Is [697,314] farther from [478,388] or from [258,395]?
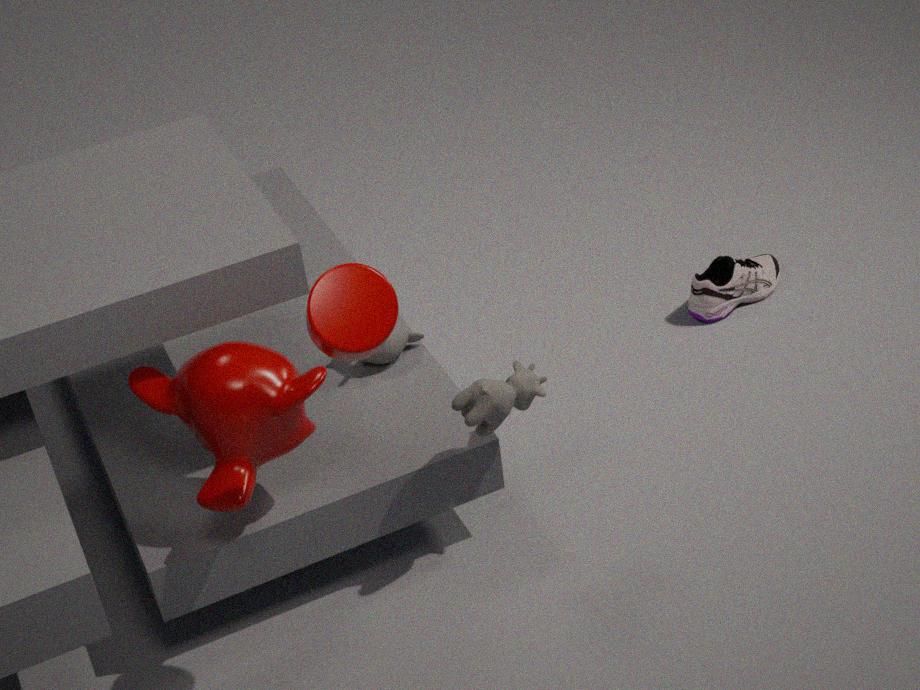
[258,395]
